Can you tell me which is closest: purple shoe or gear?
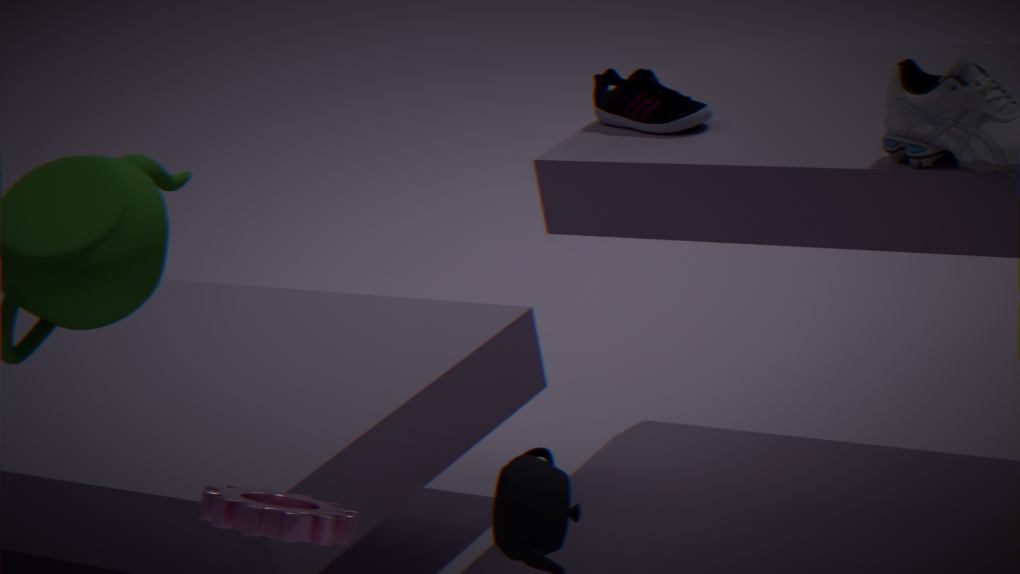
gear
